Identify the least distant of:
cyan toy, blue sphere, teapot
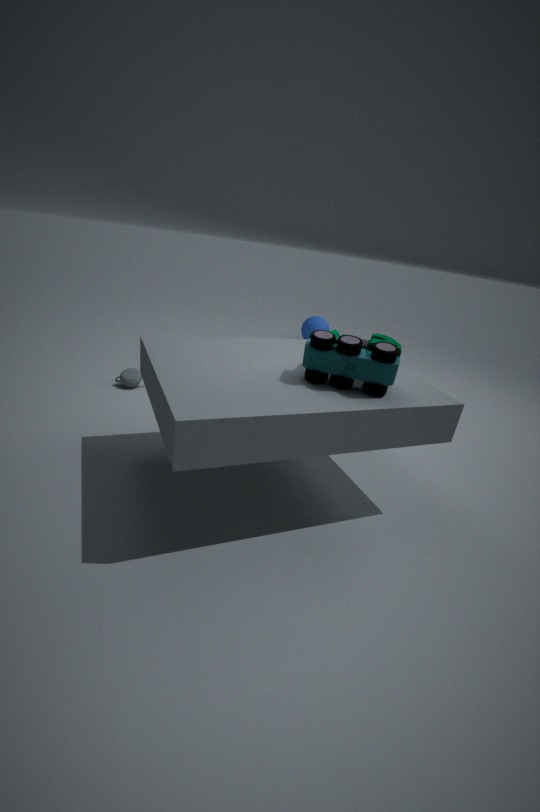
cyan toy
